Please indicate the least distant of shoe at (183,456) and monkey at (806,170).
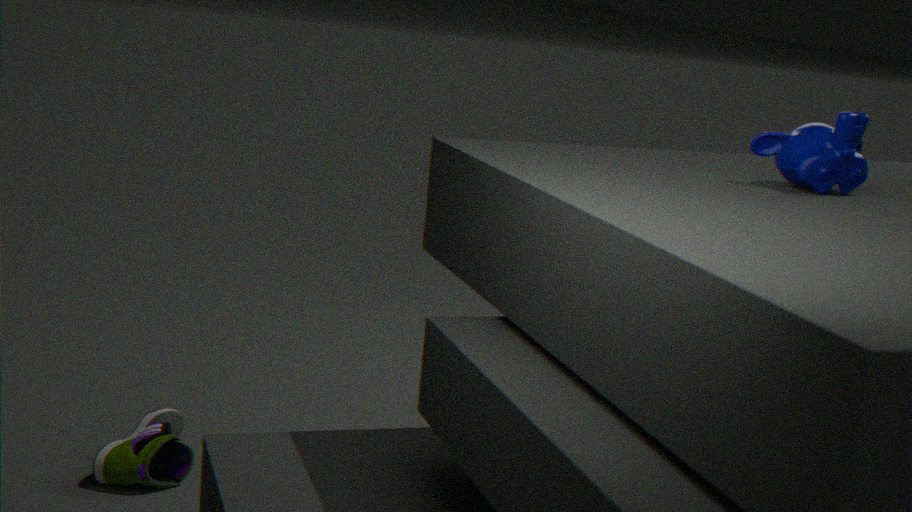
monkey at (806,170)
